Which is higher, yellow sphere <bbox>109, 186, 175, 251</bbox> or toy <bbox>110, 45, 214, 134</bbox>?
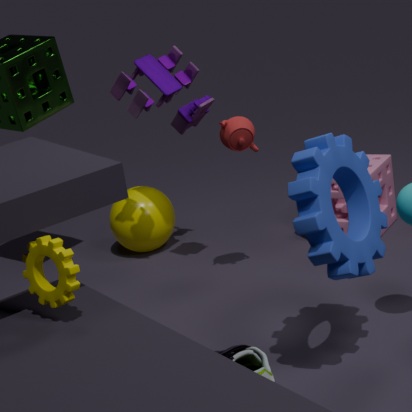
toy <bbox>110, 45, 214, 134</bbox>
